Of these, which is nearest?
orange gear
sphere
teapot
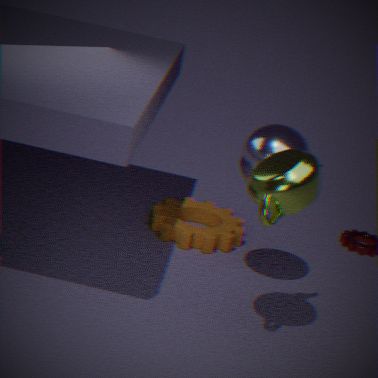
teapot
